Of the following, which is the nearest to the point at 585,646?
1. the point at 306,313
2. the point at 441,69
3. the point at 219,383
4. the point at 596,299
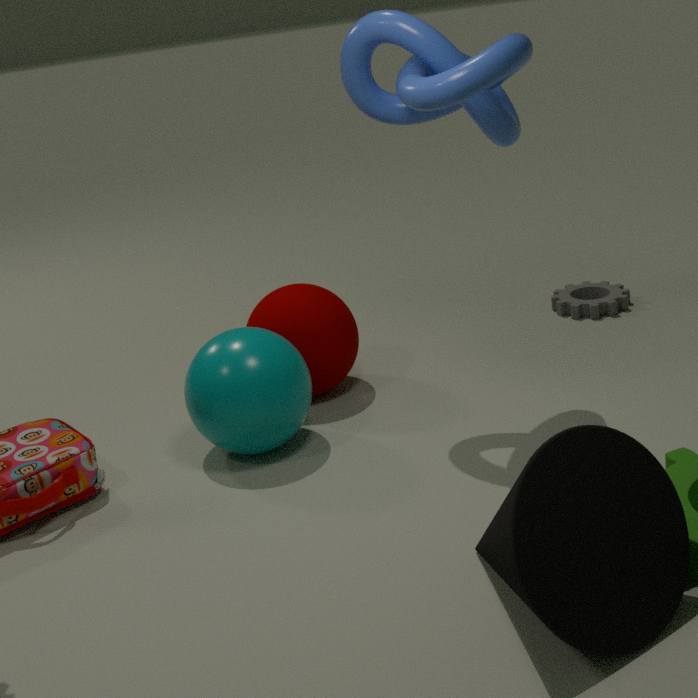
the point at 219,383
